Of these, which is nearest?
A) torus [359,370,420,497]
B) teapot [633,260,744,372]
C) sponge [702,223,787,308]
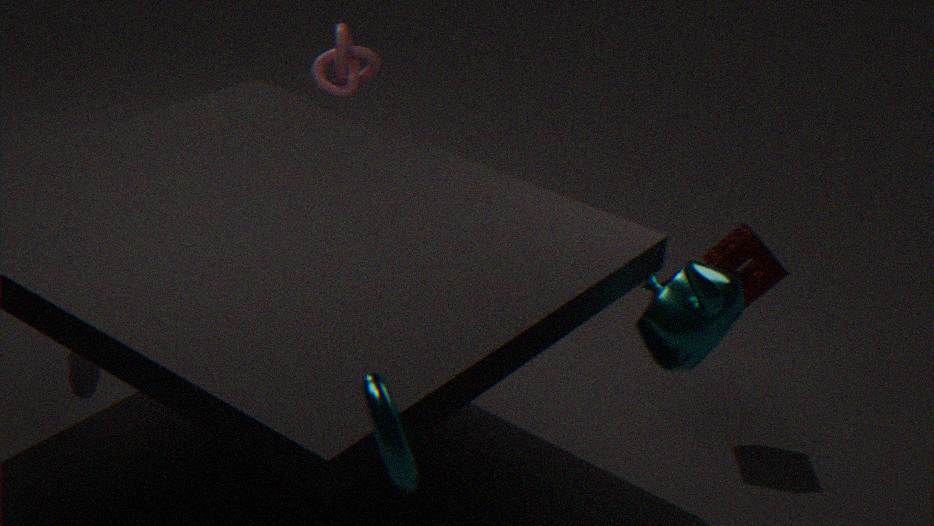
torus [359,370,420,497]
